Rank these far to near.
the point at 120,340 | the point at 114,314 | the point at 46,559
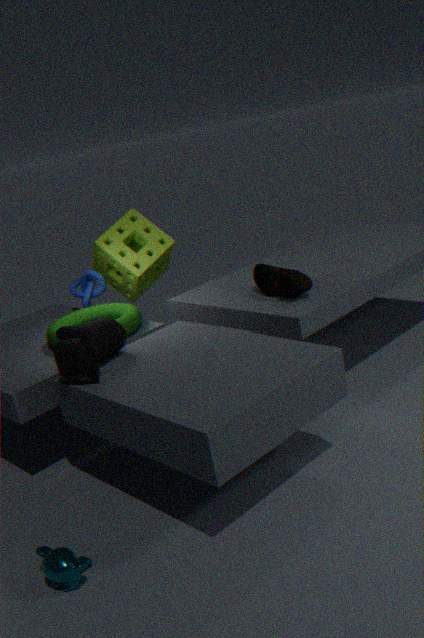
the point at 114,314, the point at 120,340, the point at 46,559
